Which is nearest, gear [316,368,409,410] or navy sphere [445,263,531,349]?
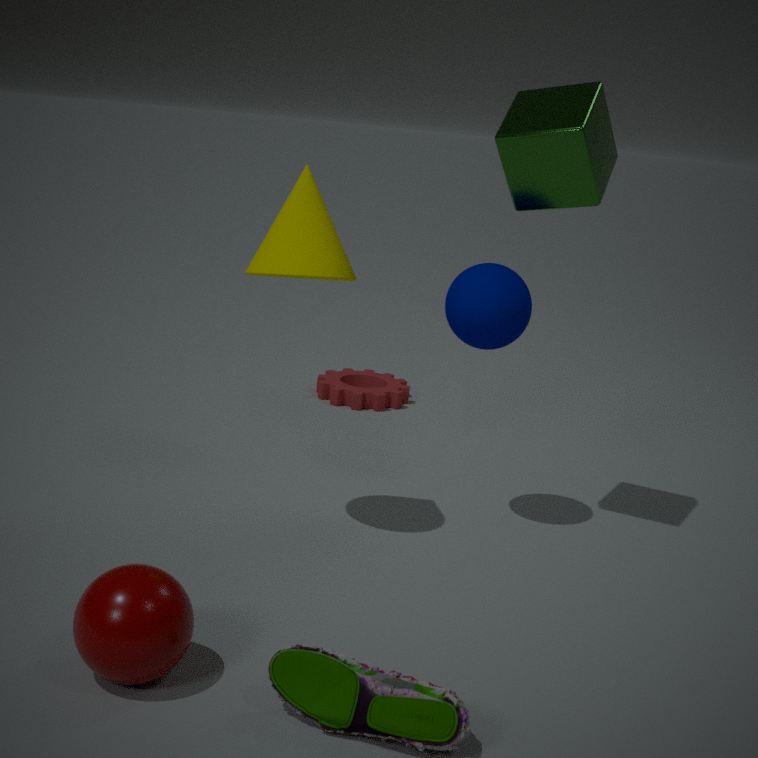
navy sphere [445,263,531,349]
